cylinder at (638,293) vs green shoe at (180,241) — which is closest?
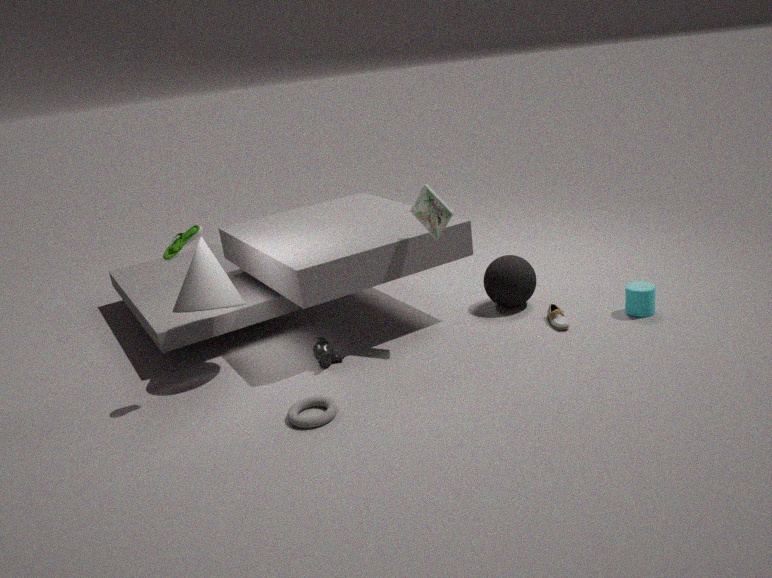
green shoe at (180,241)
